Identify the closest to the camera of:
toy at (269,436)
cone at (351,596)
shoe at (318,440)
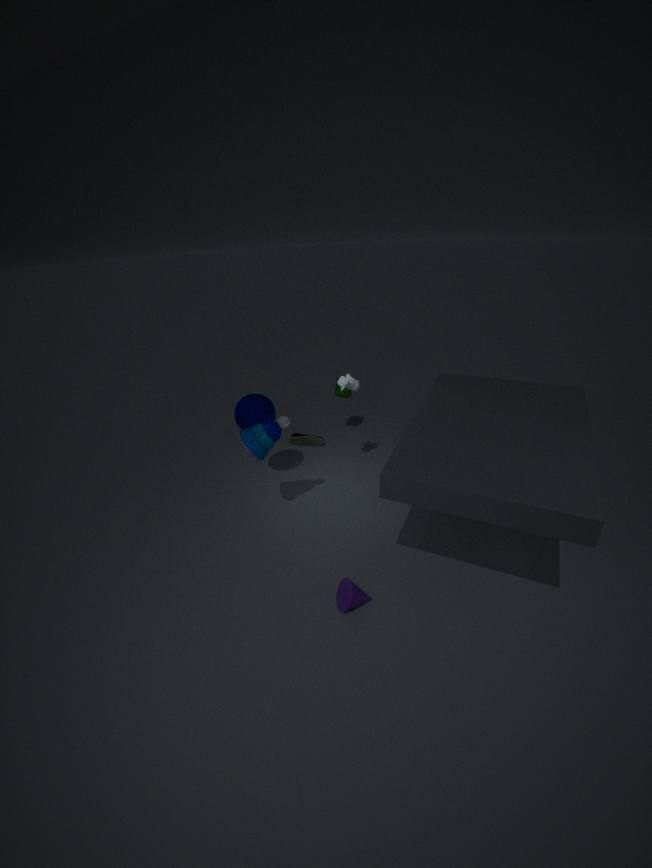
cone at (351,596)
